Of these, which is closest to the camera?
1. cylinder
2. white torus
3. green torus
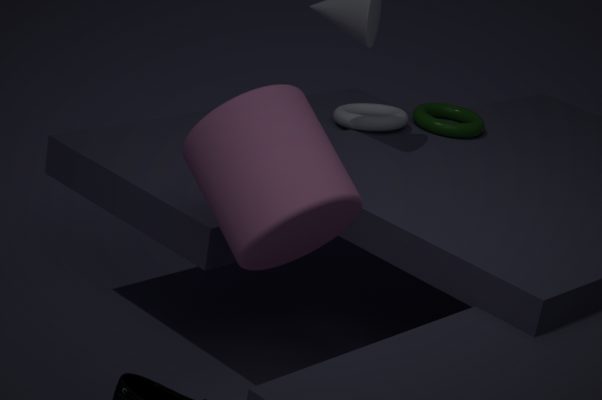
cylinder
